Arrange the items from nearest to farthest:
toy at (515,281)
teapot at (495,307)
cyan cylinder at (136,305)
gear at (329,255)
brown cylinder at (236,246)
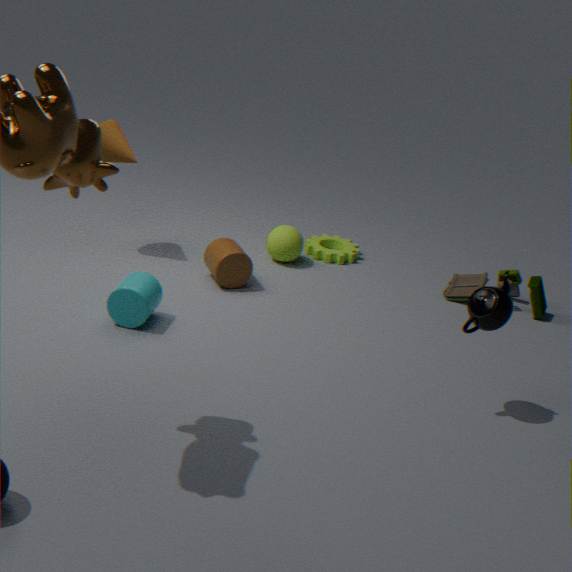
1. teapot at (495,307)
2. cyan cylinder at (136,305)
3. brown cylinder at (236,246)
4. toy at (515,281)
5. gear at (329,255)
